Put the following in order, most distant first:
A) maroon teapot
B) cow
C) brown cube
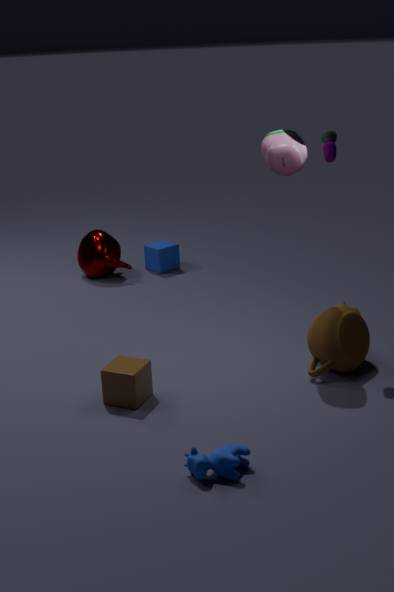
maroon teapot
brown cube
cow
